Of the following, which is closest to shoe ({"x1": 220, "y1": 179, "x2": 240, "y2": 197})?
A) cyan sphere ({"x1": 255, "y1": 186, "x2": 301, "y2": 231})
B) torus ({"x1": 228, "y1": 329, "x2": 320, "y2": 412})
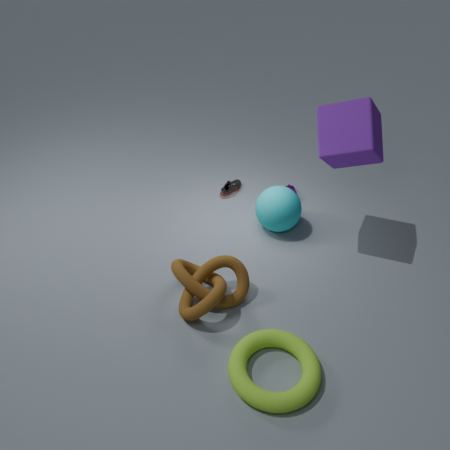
cyan sphere ({"x1": 255, "y1": 186, "x2": 301, "y2": 231})
